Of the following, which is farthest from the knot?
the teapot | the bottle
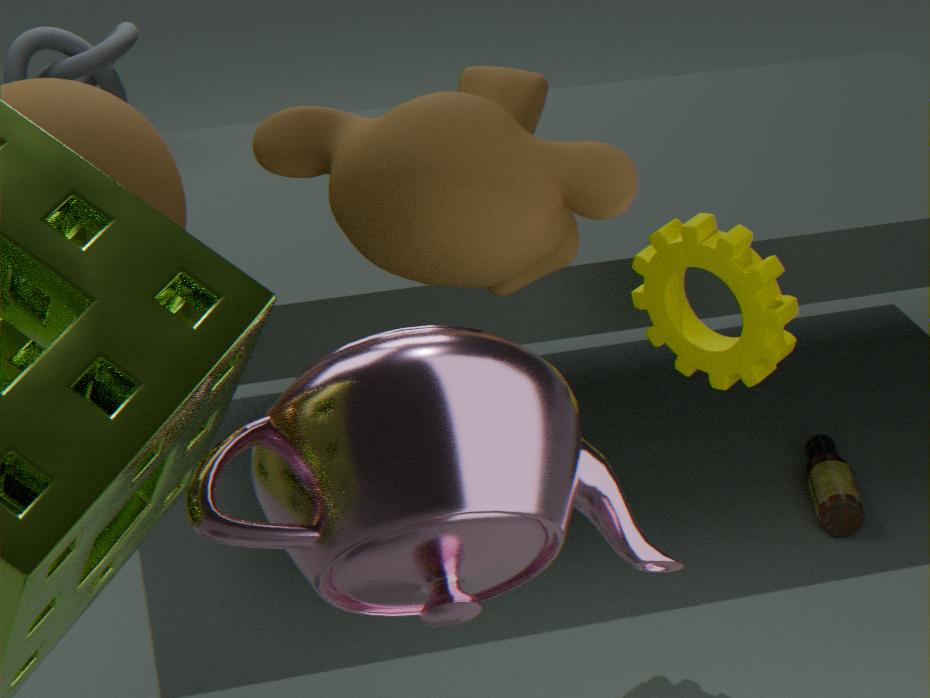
the teapot
